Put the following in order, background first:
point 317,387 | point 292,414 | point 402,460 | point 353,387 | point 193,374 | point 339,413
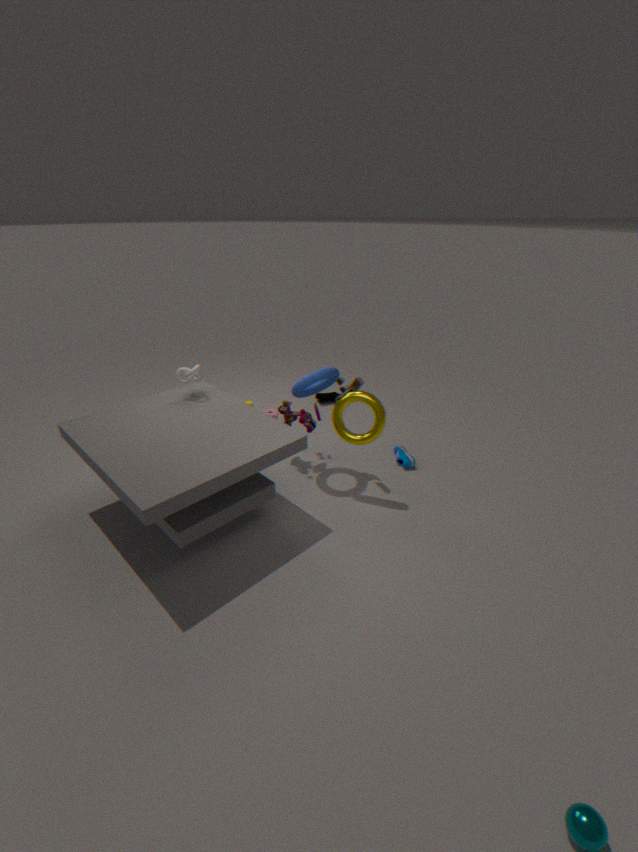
1. point 402,460
2. point 292,414
3. point 317,387
4. point 353,387
5. point 193,374
6. point 339,413
